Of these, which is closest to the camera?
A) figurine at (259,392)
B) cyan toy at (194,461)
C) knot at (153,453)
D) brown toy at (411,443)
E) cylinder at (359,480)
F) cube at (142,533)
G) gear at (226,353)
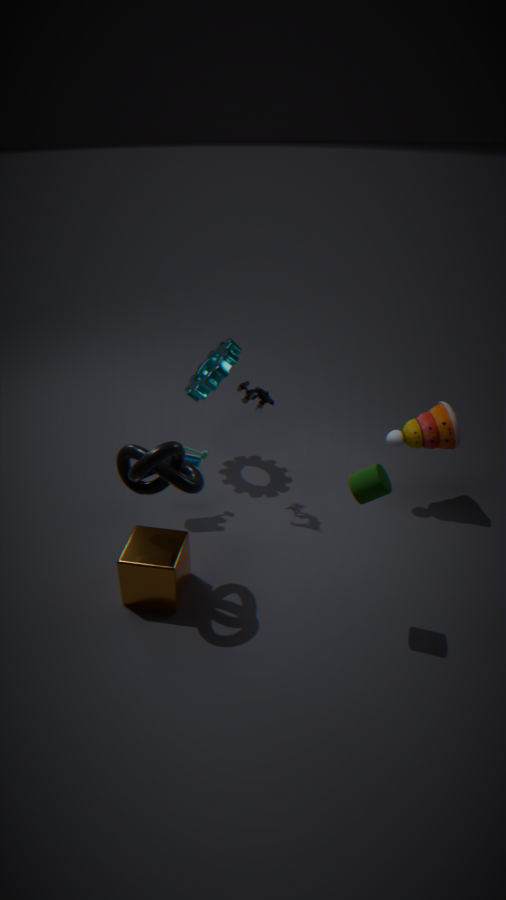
cylinder at (359,480)
